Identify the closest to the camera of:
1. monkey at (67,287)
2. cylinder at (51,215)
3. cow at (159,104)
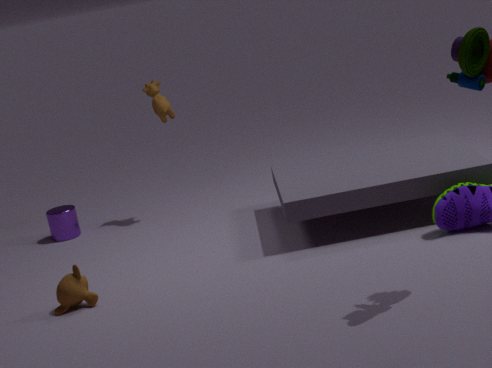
monkey at (67,287)
